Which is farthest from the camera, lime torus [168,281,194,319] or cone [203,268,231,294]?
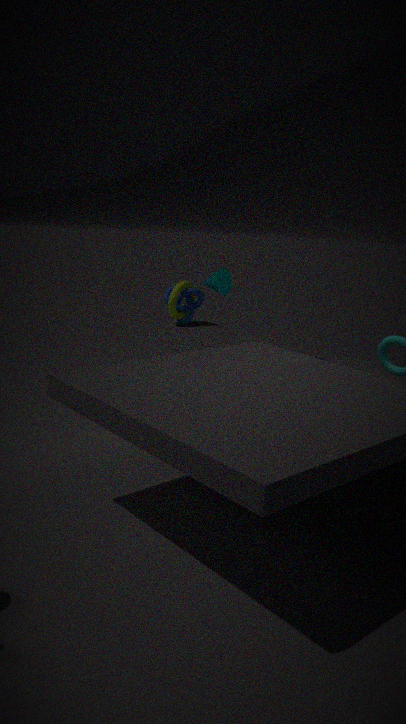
lime torus [168,281,194,319]
